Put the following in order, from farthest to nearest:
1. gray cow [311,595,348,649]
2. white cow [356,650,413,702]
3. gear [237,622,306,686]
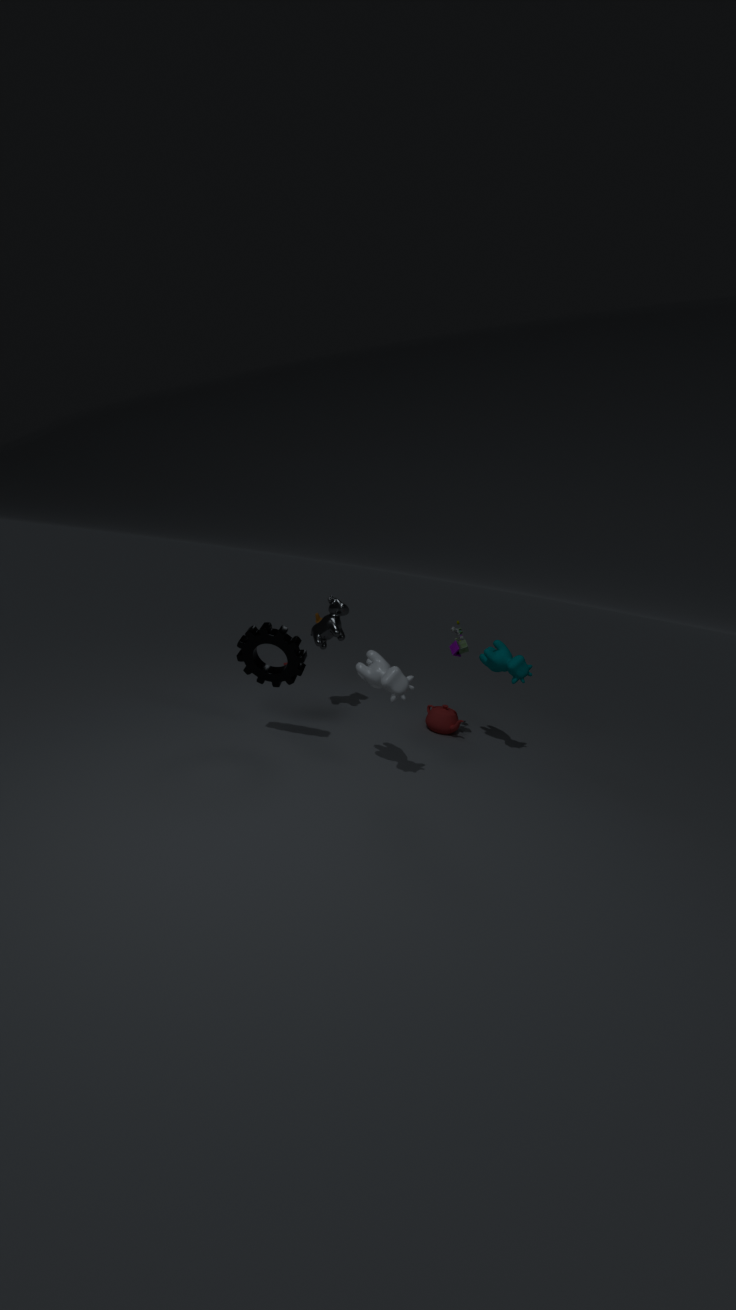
gray cow [311,595,348,649]
gear [237,622,306,686]
white cow [356,650,413,702]
